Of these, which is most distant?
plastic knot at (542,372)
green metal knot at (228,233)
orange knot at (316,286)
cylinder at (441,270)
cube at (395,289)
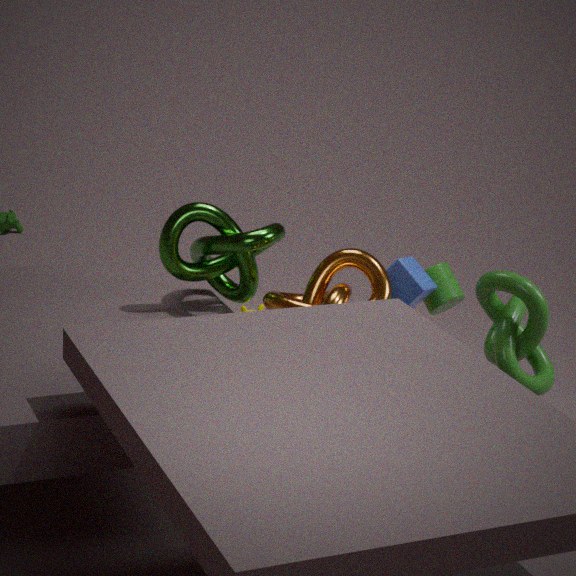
cylinder at (441,270)
